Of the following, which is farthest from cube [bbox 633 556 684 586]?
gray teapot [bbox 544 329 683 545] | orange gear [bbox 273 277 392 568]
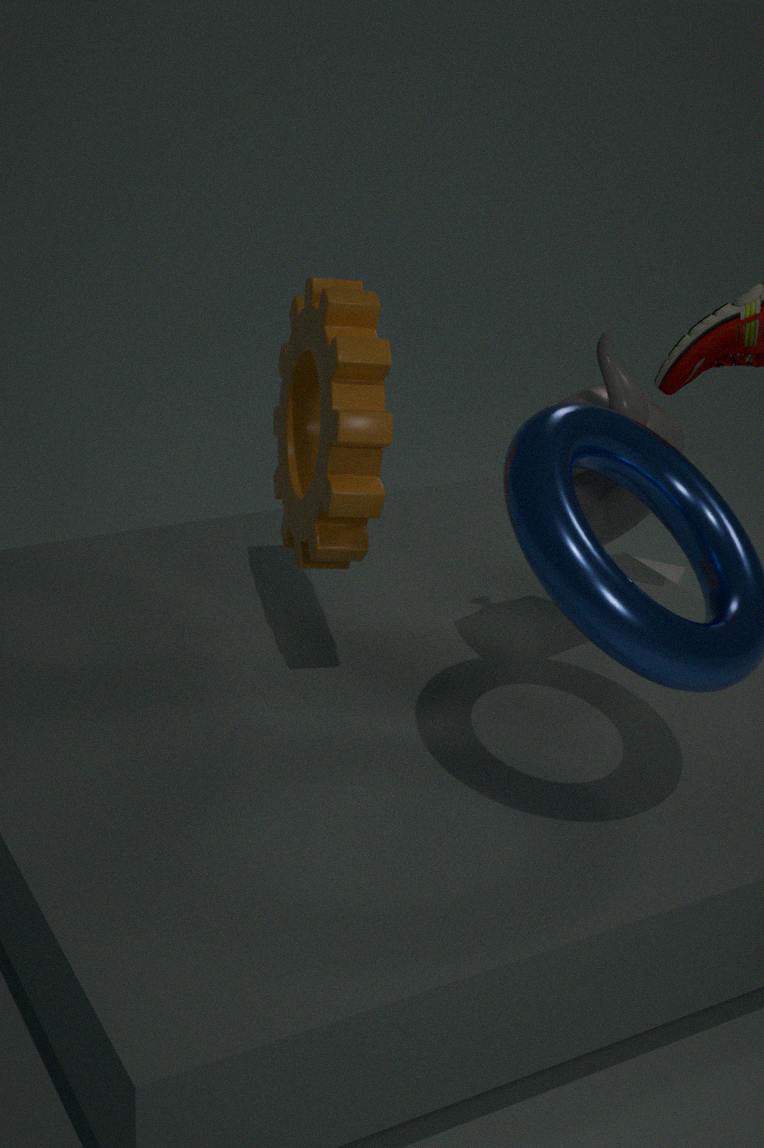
orange gear [bbox 273 277 392 568]
